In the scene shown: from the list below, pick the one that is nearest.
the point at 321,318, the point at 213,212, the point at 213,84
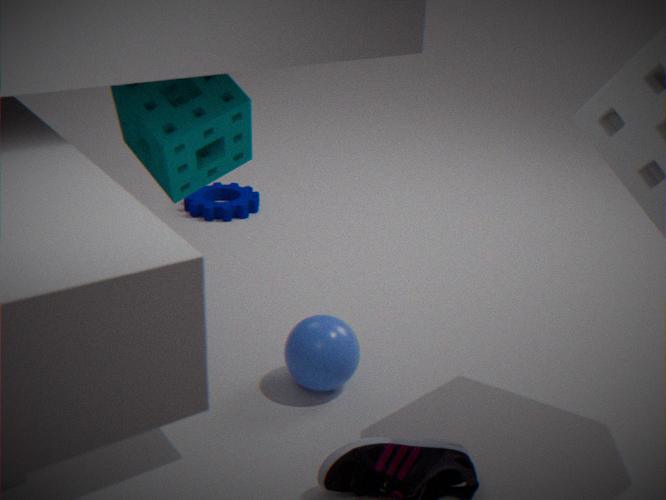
the point at 213,84
